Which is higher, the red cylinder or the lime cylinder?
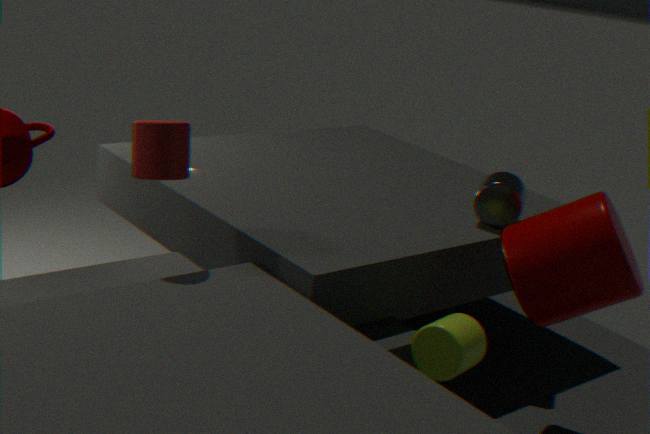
the red cylinder
